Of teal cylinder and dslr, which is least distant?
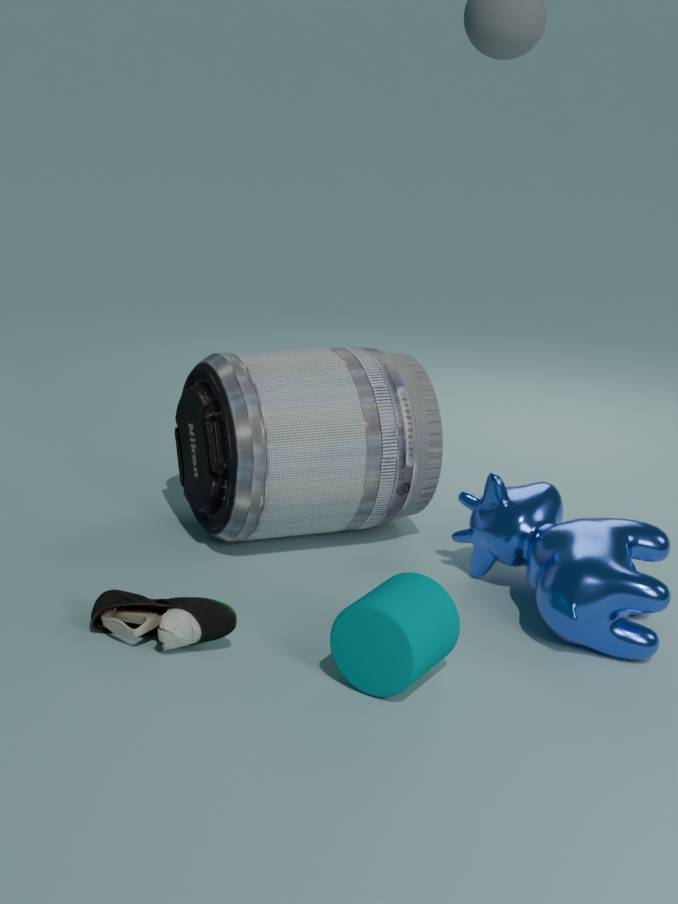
teal cylinder
